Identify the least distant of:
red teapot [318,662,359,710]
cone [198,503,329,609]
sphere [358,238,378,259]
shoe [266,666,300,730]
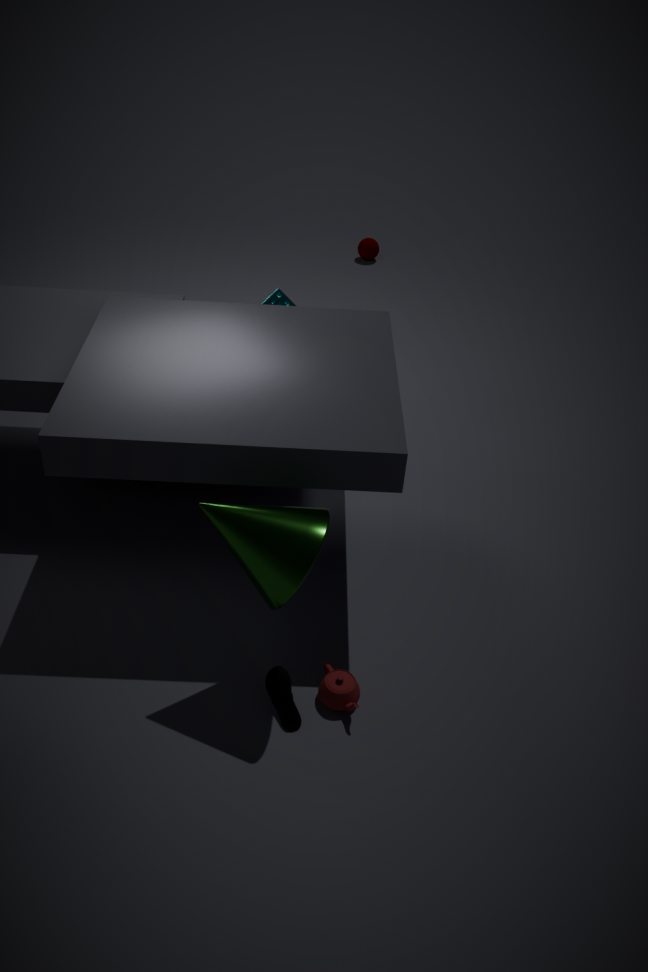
cone [198,503,329,609]
